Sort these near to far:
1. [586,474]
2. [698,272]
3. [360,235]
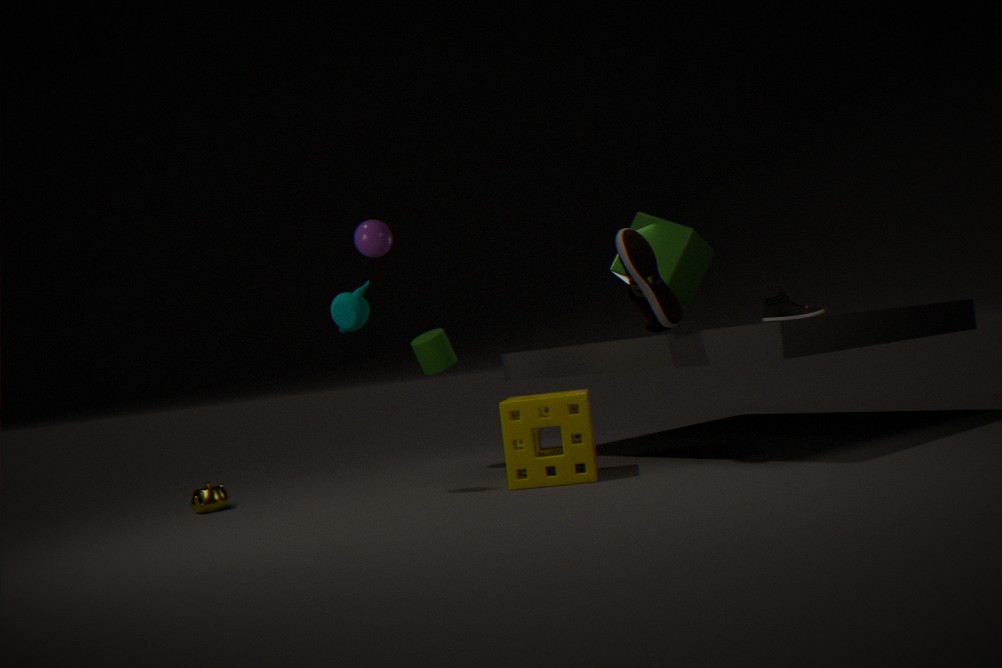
[586,474], [360,235], [698,272]
